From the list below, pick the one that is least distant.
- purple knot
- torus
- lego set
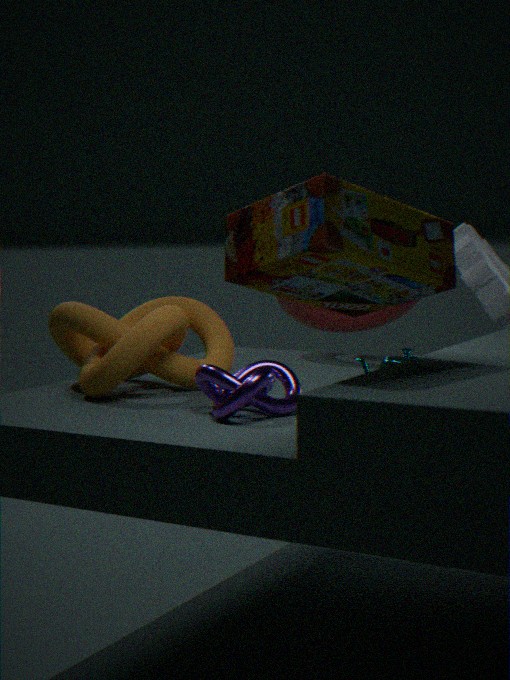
lego set
